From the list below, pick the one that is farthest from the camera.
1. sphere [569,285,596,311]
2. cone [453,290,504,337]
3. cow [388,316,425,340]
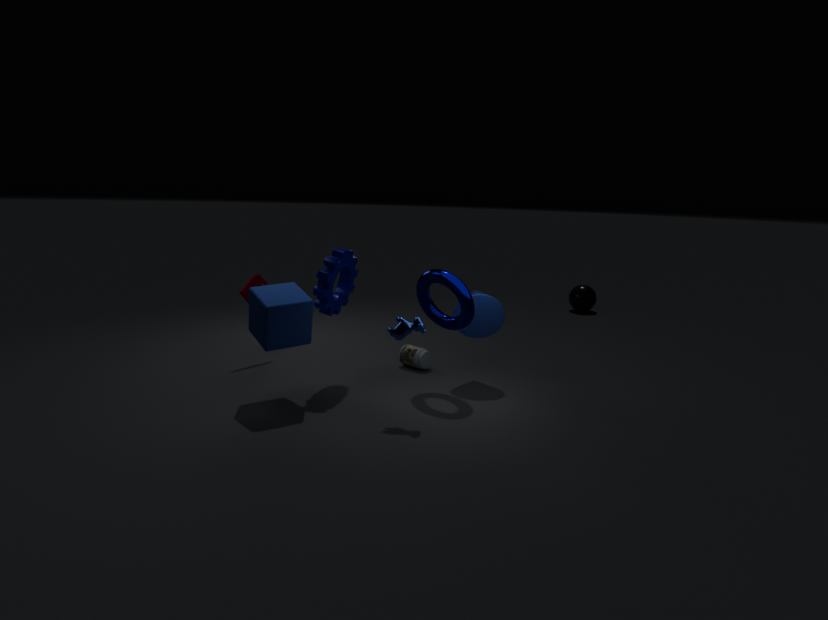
sphere [569,285,596,311]
